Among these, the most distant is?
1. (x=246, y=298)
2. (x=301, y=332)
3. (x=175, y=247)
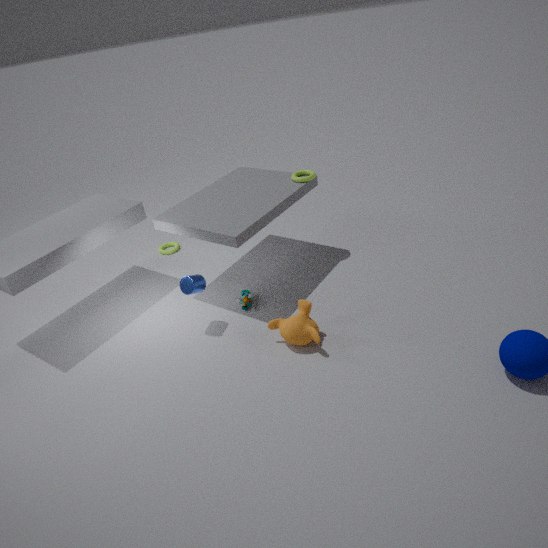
(x=175, y=247)
